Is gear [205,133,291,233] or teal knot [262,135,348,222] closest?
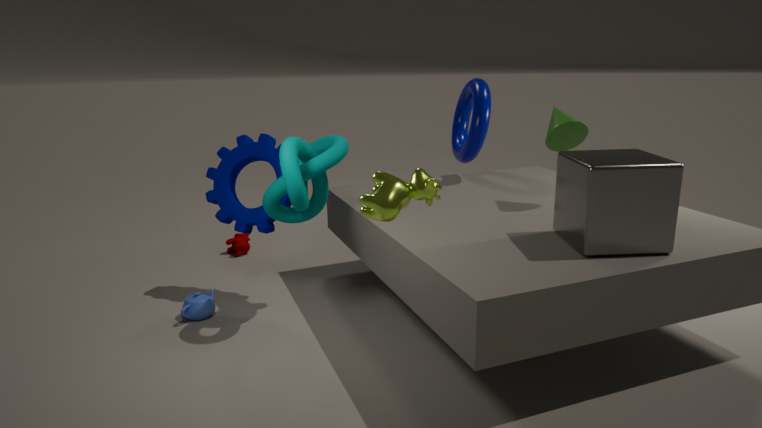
teal knot [262,135,348,222]
